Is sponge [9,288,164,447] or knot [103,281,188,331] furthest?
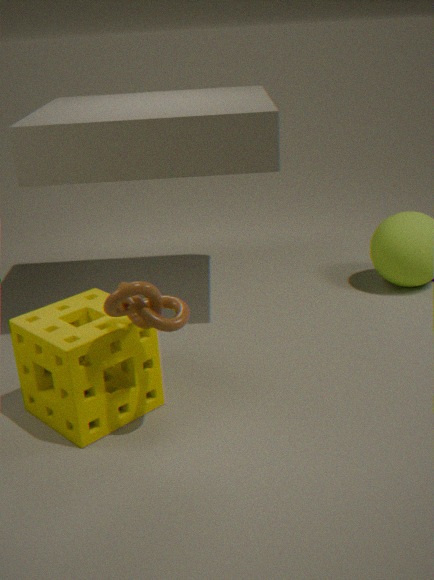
sponge [9,288,164,447]
